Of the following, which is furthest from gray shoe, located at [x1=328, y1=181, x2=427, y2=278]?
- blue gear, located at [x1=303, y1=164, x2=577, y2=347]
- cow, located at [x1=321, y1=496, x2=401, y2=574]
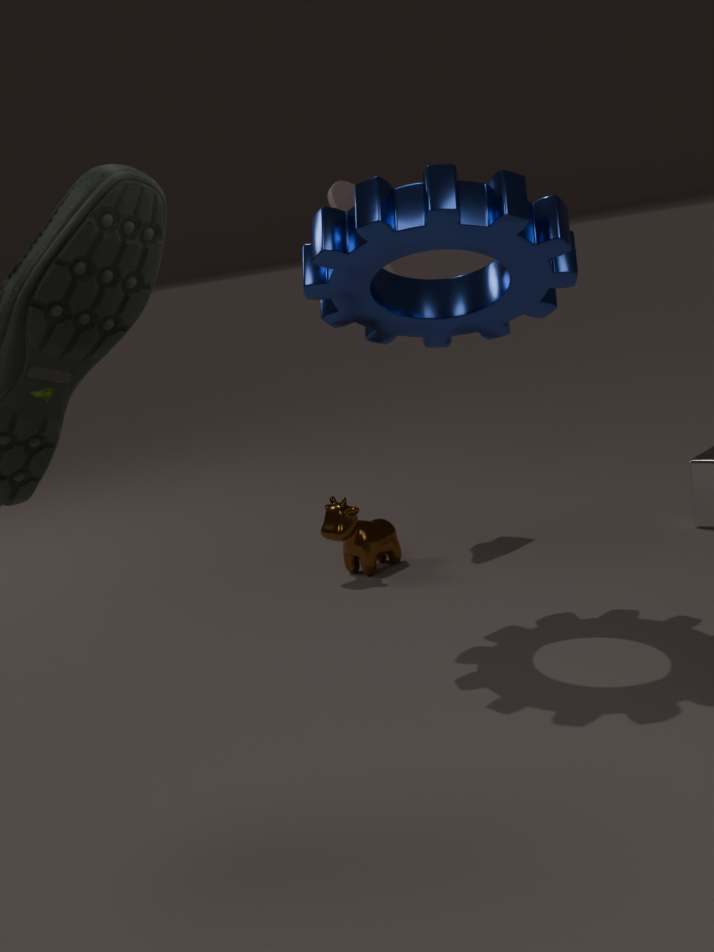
cow, located at [x1=321, y1=496, x2=401, y2=574]
